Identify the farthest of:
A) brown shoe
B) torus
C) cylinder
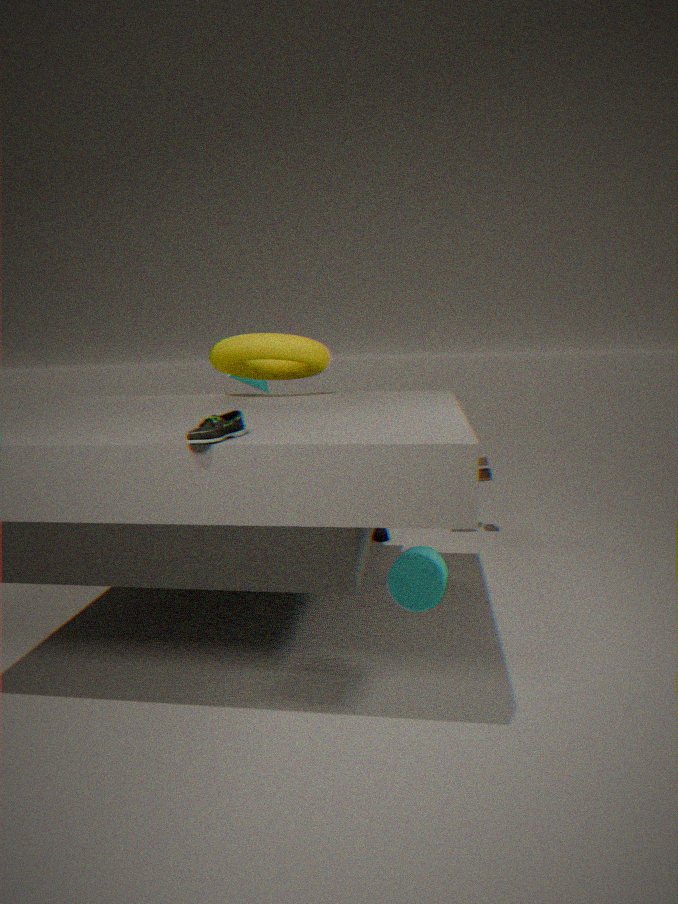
torus
